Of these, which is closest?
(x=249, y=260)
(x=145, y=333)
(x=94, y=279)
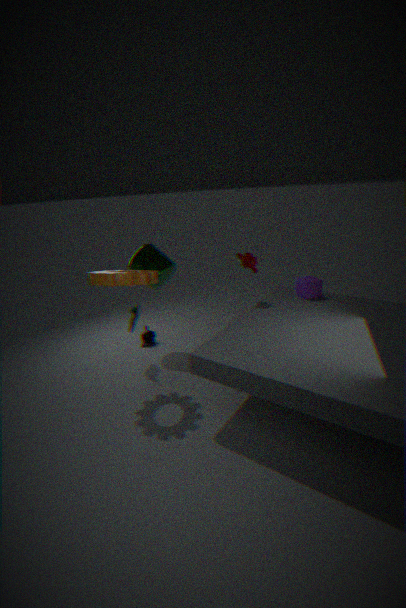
(x=94, y=279)
